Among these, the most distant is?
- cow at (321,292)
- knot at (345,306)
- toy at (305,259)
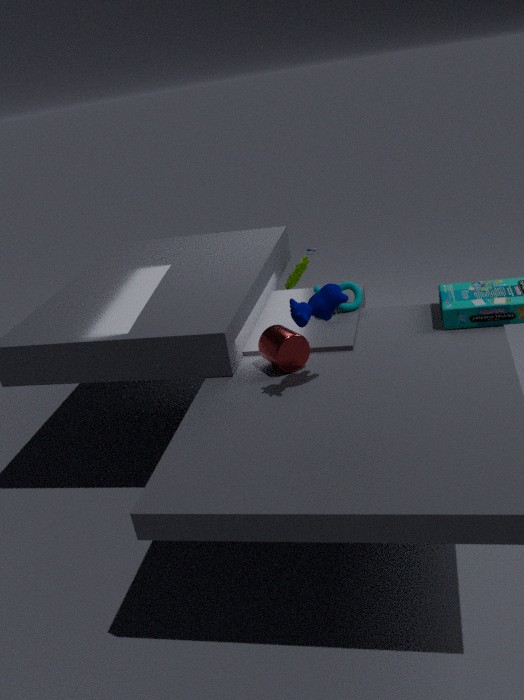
toy at (305,259)
